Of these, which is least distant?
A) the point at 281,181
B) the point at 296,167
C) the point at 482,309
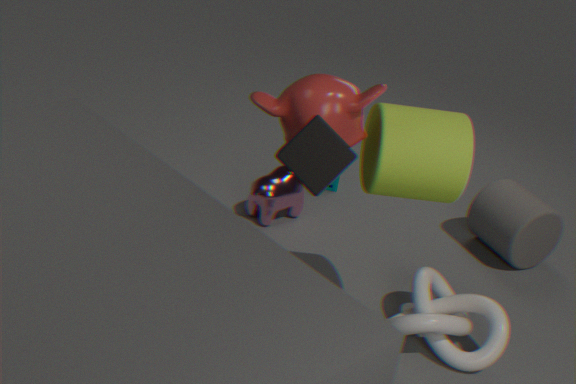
the point at 296,167
